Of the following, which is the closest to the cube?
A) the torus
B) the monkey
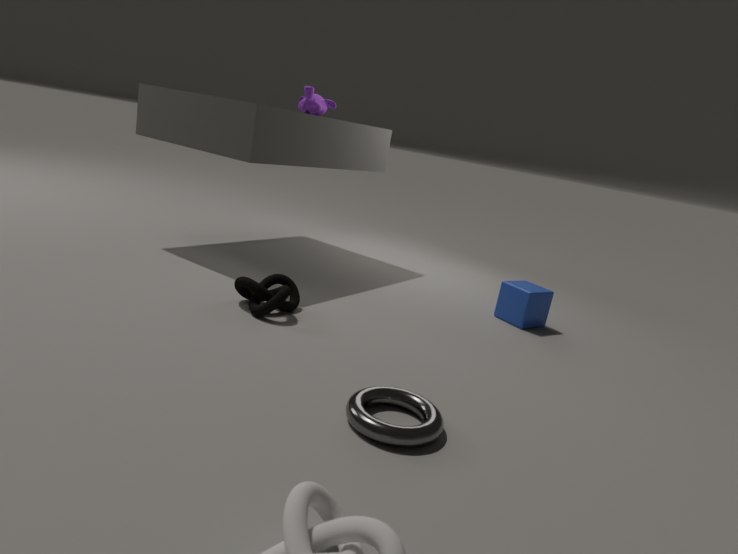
the torus
